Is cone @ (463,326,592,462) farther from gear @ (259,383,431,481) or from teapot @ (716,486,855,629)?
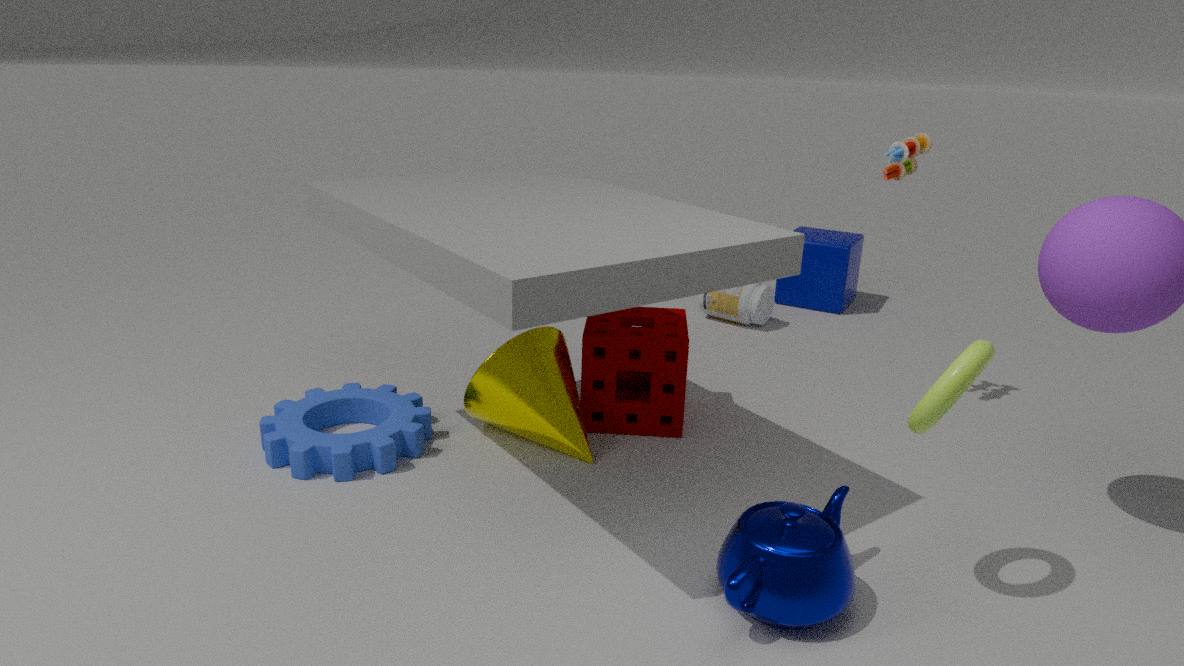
teapot @ (716,486,855,629)
